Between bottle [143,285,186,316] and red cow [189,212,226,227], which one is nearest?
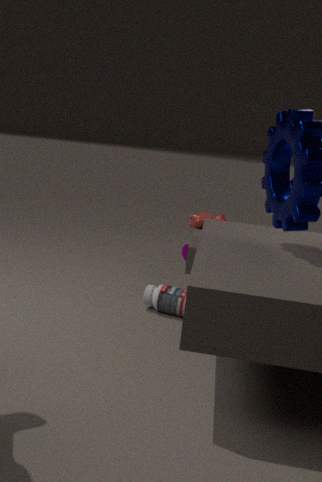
bottle [143,285,186,316]
